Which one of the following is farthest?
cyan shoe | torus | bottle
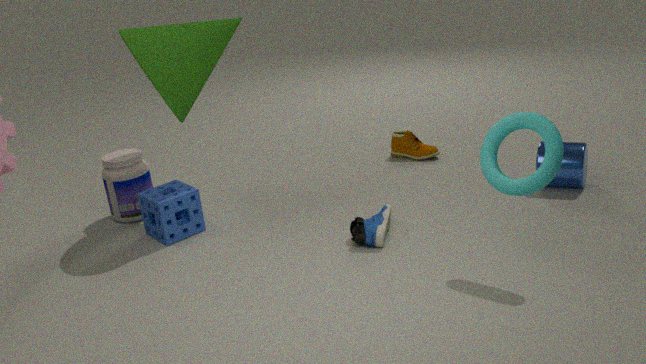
bottle
